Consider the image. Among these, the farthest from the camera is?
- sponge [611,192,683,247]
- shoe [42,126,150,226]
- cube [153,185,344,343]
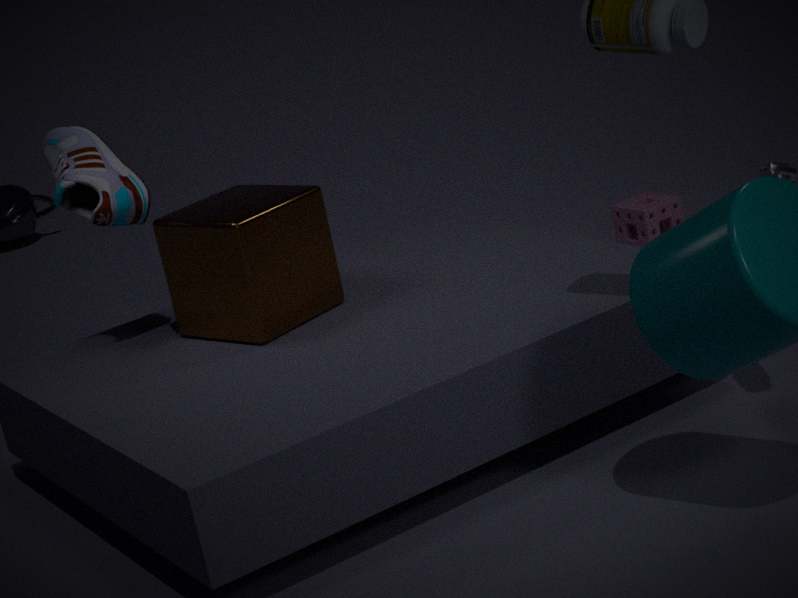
sponge [611,192,683,247]
